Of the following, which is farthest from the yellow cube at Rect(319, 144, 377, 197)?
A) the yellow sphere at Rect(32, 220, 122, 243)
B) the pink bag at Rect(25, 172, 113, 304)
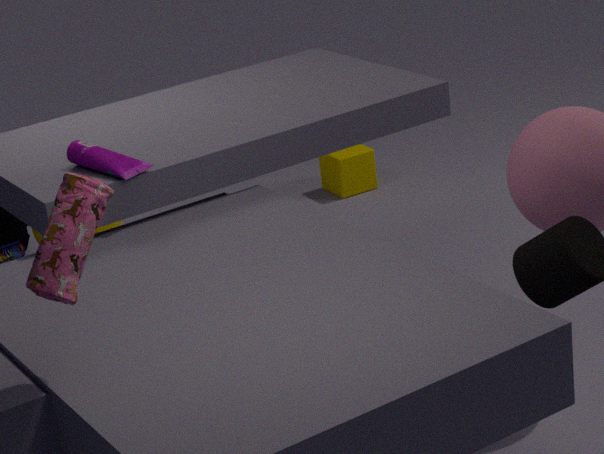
the pink bag at Rect(25, 172, 113, 304)
